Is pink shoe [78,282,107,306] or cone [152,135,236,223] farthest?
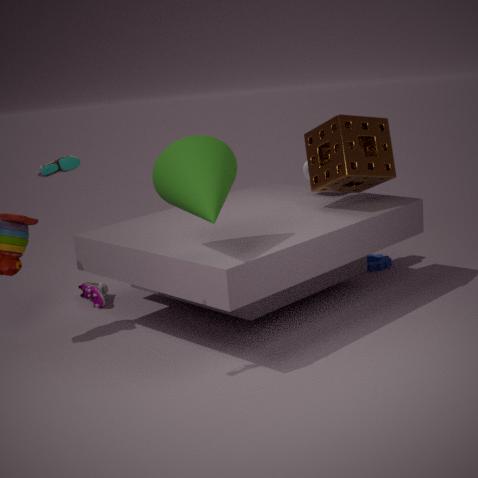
pink shoe [78,282,107,306]
